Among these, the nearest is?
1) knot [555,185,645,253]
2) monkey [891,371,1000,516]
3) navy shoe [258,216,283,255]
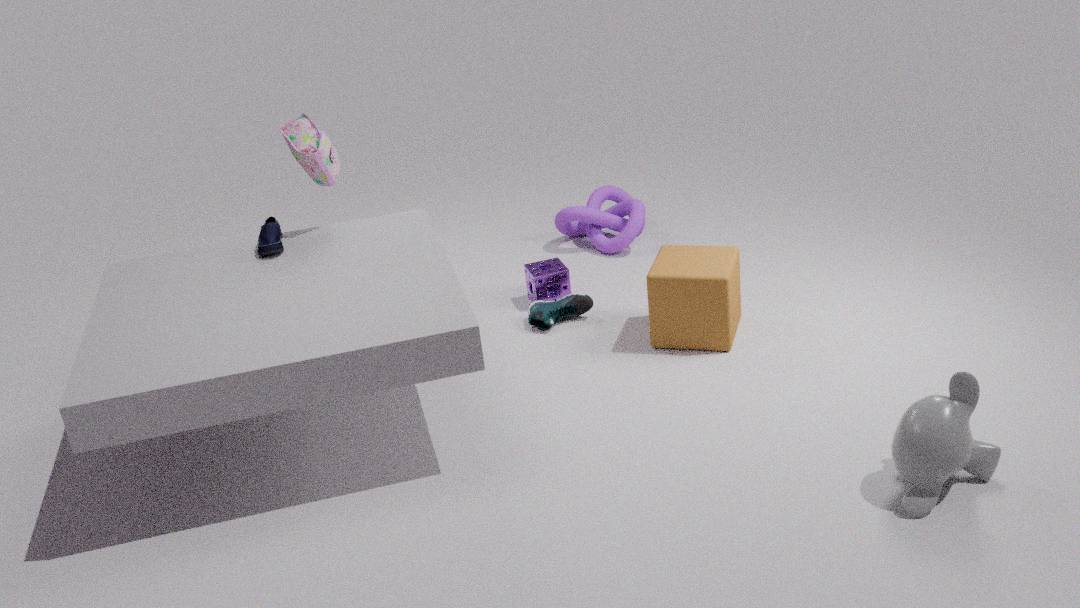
2. monkey [891,371,1000,516]
